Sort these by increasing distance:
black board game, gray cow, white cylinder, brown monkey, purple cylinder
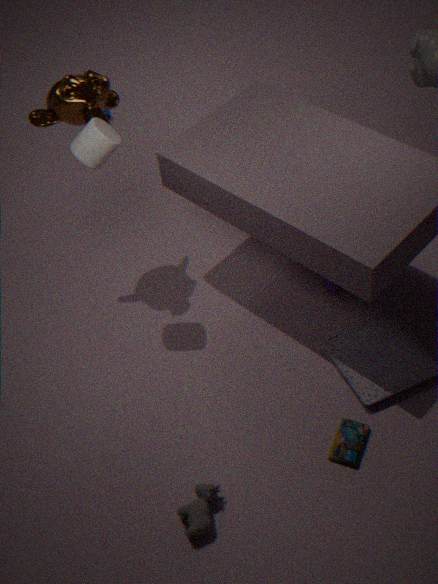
gray cow
black board game
white cylinder
brown monkey
purple cylinder
